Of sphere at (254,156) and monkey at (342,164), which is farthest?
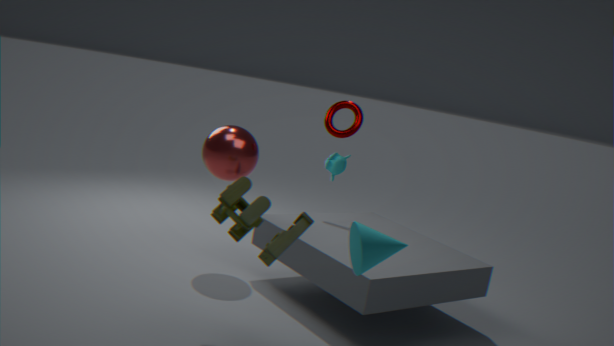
monkey at (342,164)
